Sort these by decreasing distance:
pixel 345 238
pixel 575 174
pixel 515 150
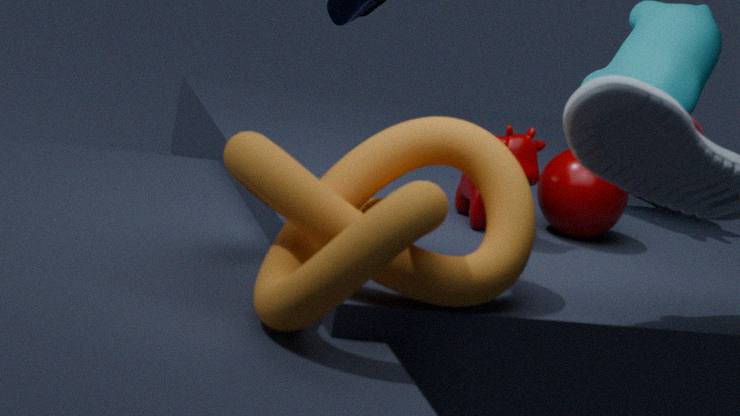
pixel 575 174 → pixel 515 150 → pixel 345 238
